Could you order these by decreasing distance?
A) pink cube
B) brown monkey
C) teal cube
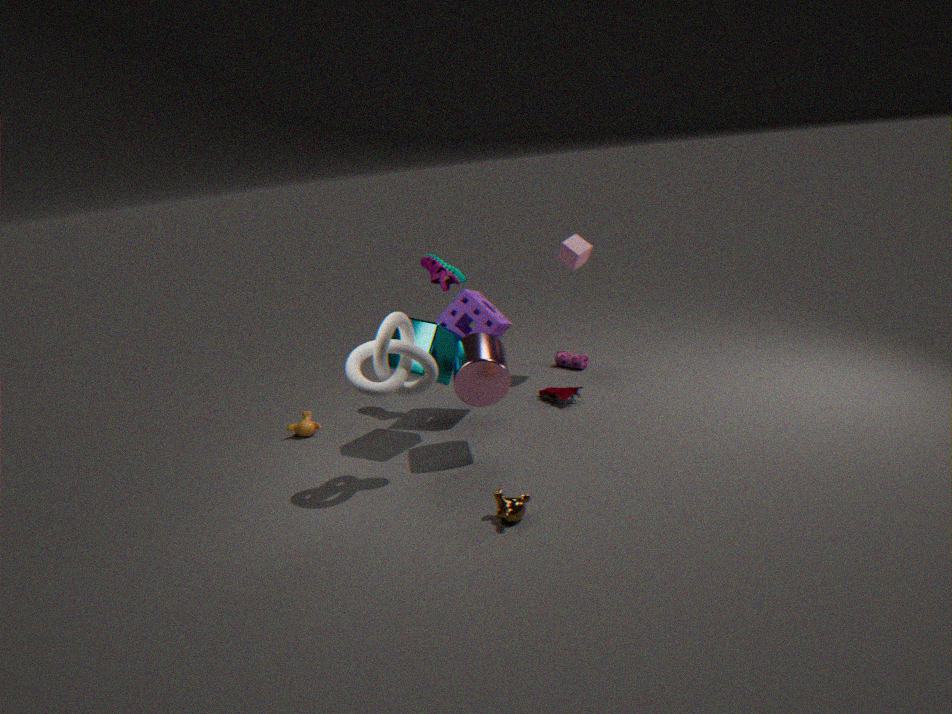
pink cube
teal cube
brown monkey
